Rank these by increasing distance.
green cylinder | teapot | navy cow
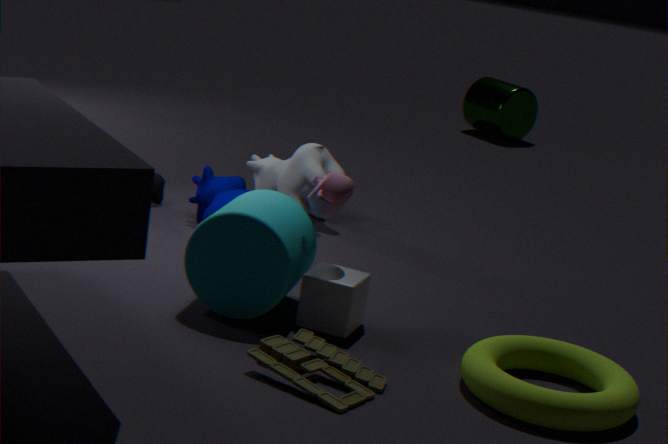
teapot, navy cow, green cylinder
